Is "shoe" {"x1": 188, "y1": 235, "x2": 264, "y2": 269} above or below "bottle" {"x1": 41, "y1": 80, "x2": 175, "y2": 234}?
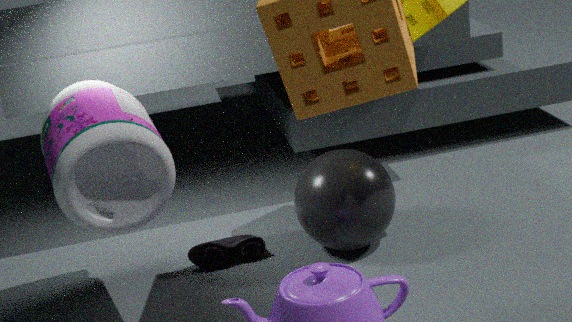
below
